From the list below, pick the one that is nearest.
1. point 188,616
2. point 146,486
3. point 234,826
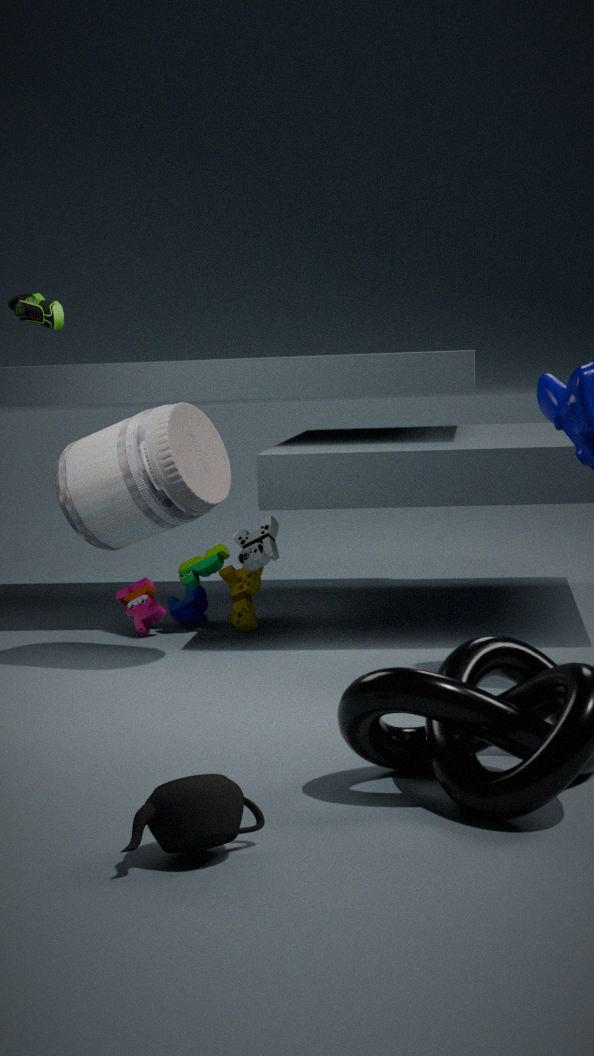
point 234,826
